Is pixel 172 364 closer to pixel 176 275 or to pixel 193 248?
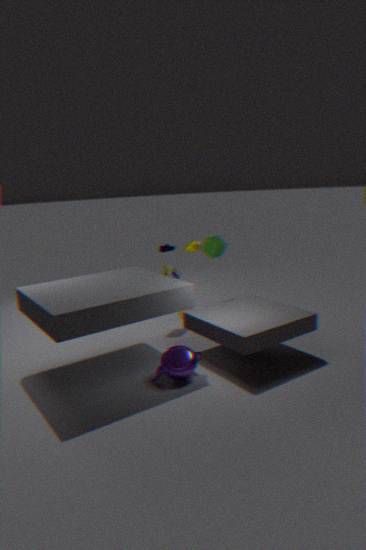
pixel 176 275
